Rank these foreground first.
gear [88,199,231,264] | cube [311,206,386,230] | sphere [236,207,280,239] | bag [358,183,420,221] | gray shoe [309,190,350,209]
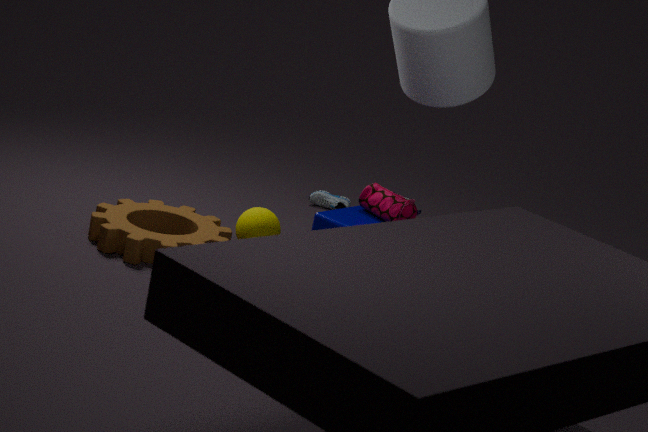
1. cube [311,206,386,230]
2. bag [358,183,420,221]
3. gear [88,199,231,264]
4. sphere [236,207,280,239]
5. gray shoe [309,190,350,209]
